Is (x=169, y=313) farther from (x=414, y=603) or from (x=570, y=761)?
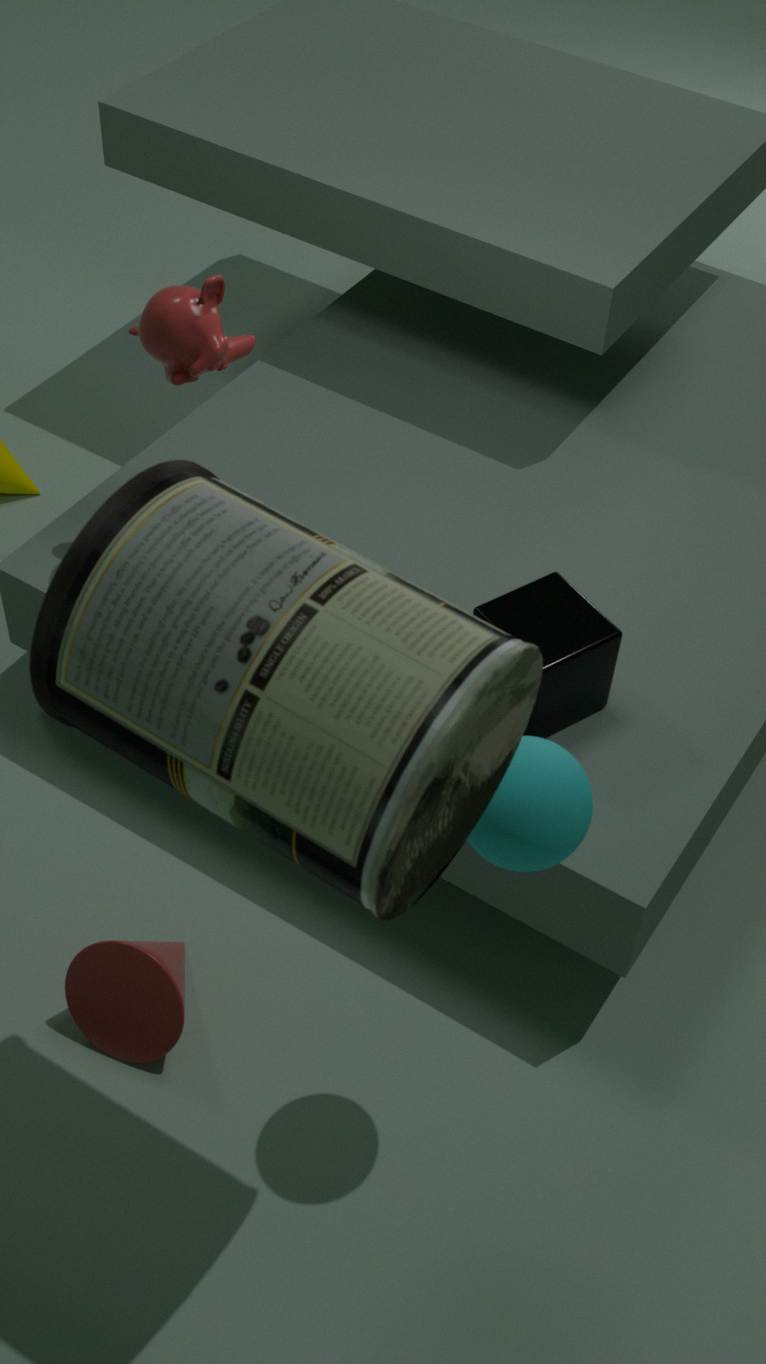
(x=570, y=761)
